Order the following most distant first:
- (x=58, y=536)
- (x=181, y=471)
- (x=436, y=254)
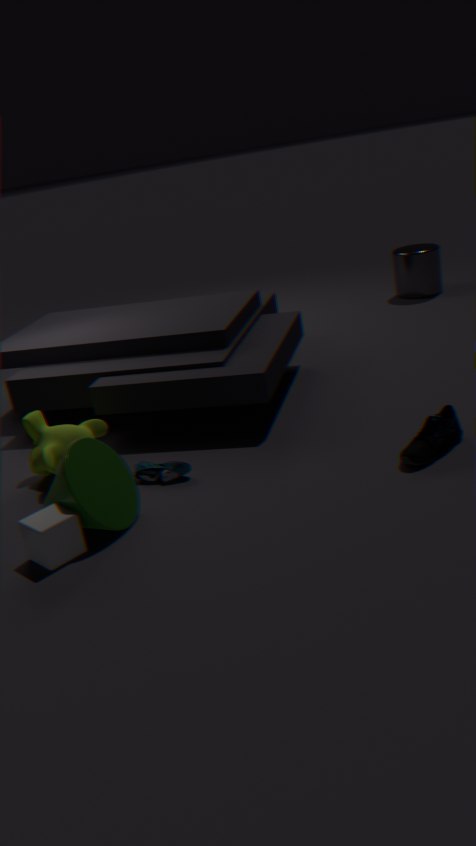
(x=436, y=254) < (x=181, y=471) < (x=58, y=536)
